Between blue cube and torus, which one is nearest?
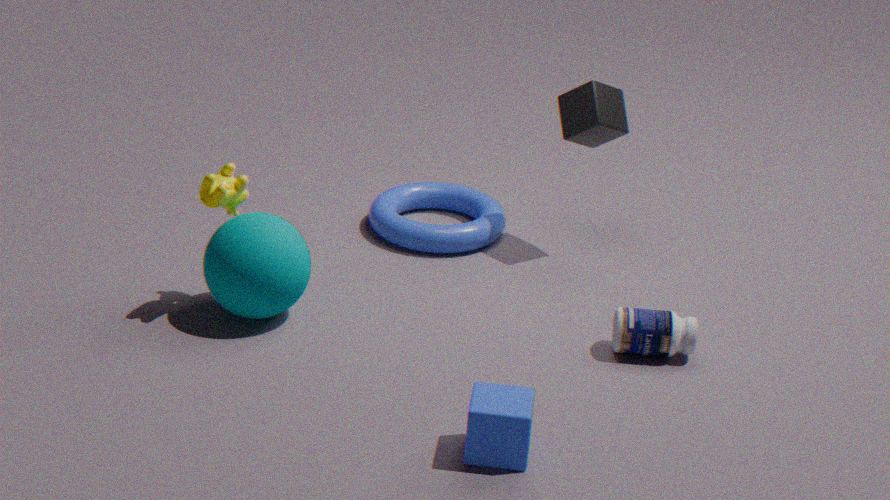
blue cube
